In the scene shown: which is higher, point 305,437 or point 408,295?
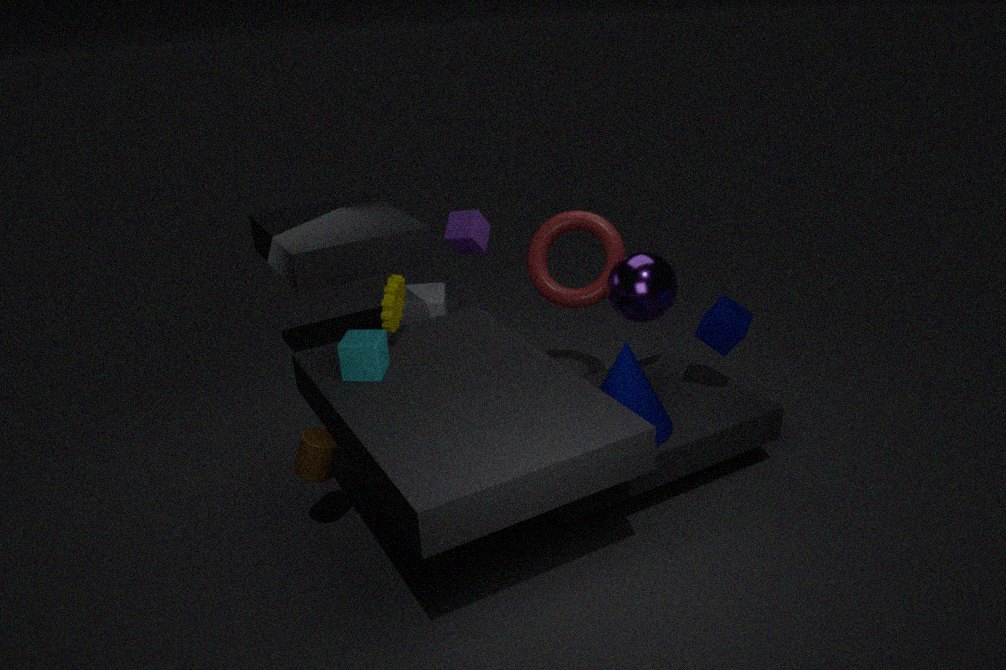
point 305,437
